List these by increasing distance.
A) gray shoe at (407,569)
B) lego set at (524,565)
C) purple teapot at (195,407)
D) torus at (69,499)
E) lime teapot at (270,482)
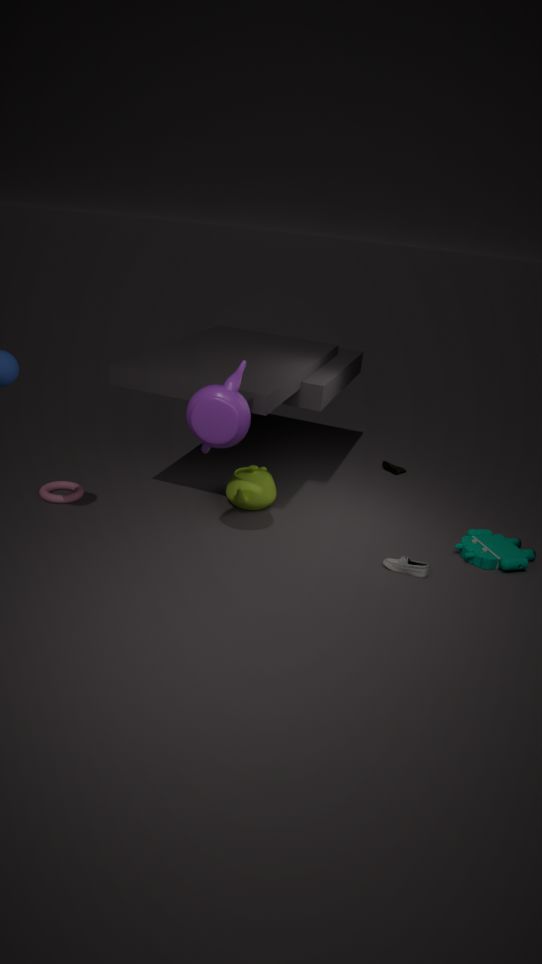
purple teapot at (195,407) → gray shoe at (407,569) → lego set at (524,565) → torus at (69,499) → lime teapot at (270,482)
